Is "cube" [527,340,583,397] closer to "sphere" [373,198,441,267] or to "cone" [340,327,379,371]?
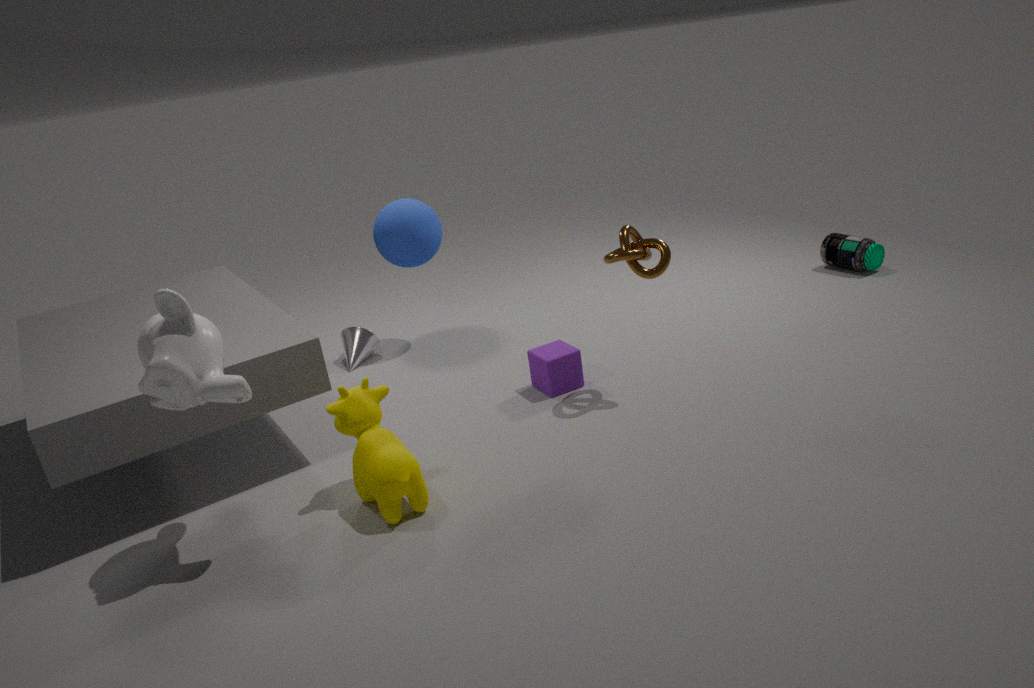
"sphere" [373,198,441,267]
